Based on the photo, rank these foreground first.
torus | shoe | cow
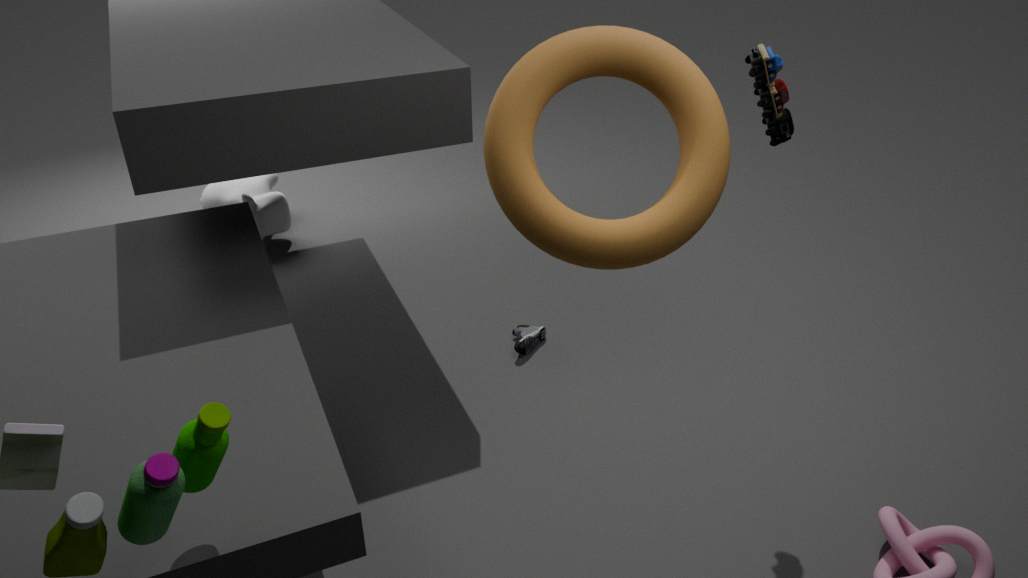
1. torus
2. shoe
3. cow
